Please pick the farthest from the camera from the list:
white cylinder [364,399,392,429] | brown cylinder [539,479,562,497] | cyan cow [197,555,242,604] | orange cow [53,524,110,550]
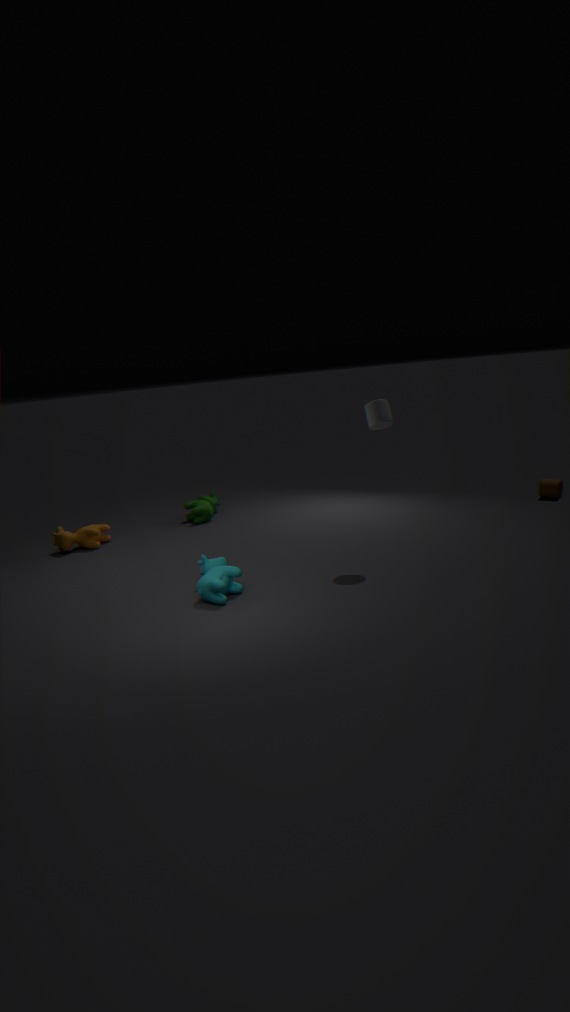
brown cylinder [539,479,562,497]
